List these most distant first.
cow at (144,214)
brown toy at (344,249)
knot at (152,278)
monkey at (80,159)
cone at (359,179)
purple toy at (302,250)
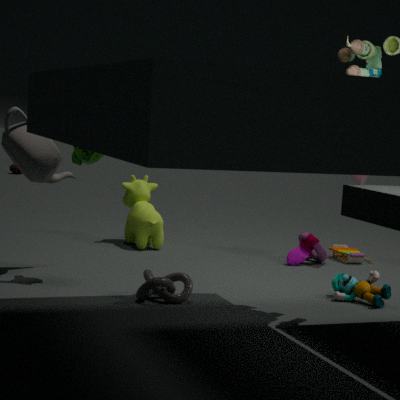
cow at (144,214) < brown toy at (344,249) < purple toy at (302,250) < cone at (359,179) < monkey at (80,159) < knot at (152,278)
